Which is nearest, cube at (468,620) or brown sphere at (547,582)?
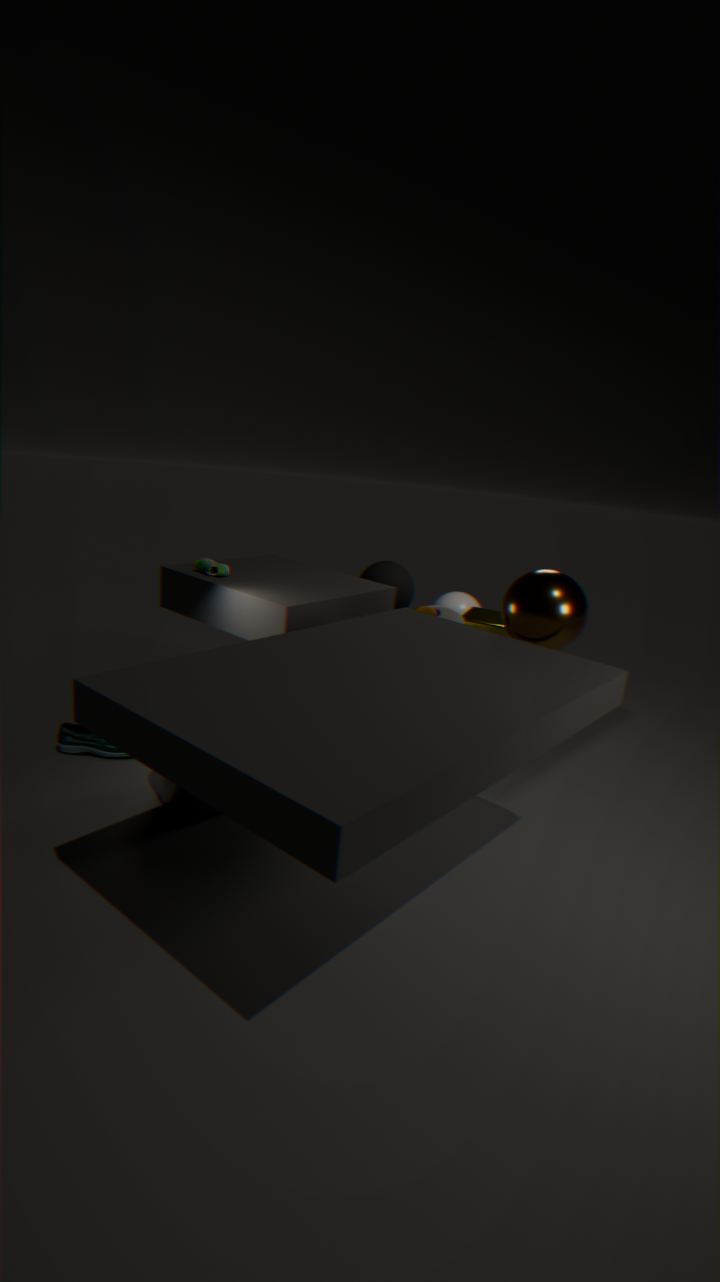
brown sphere at (547,582)
